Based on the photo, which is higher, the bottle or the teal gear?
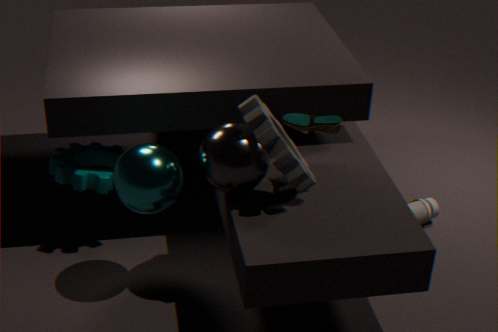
the teal gear
